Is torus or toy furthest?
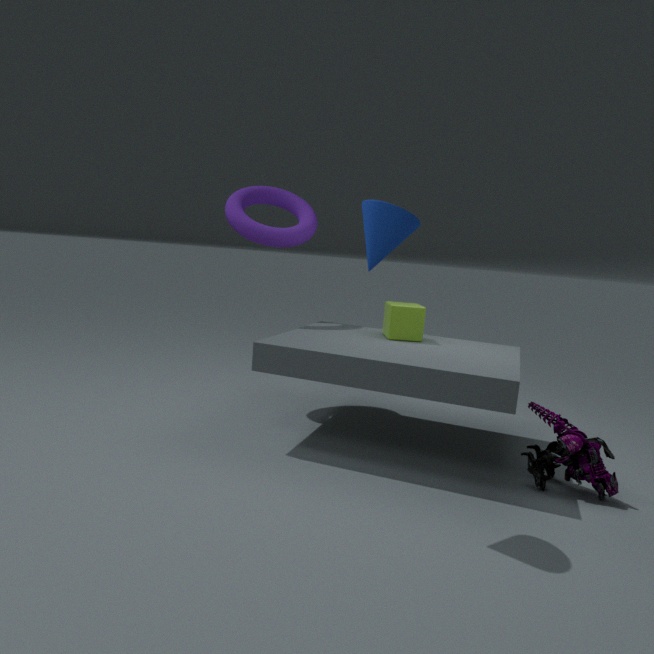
torus
